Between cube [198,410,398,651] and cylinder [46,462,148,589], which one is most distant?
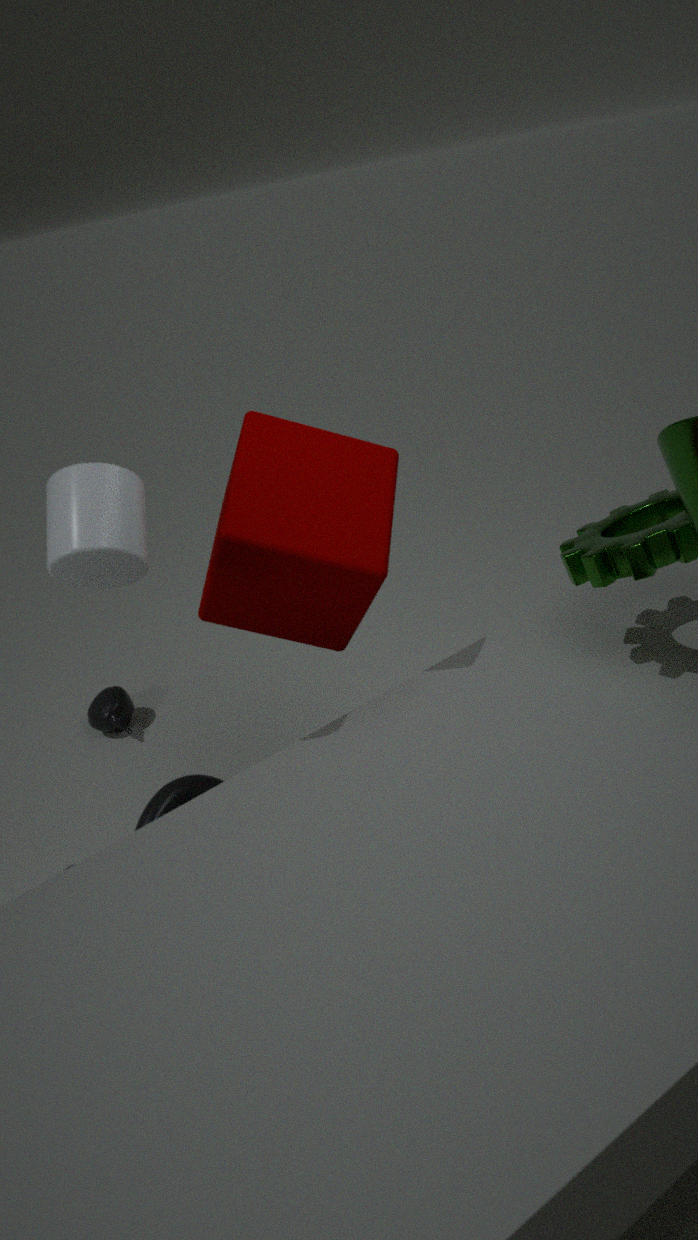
cube [198,410,398,651]
